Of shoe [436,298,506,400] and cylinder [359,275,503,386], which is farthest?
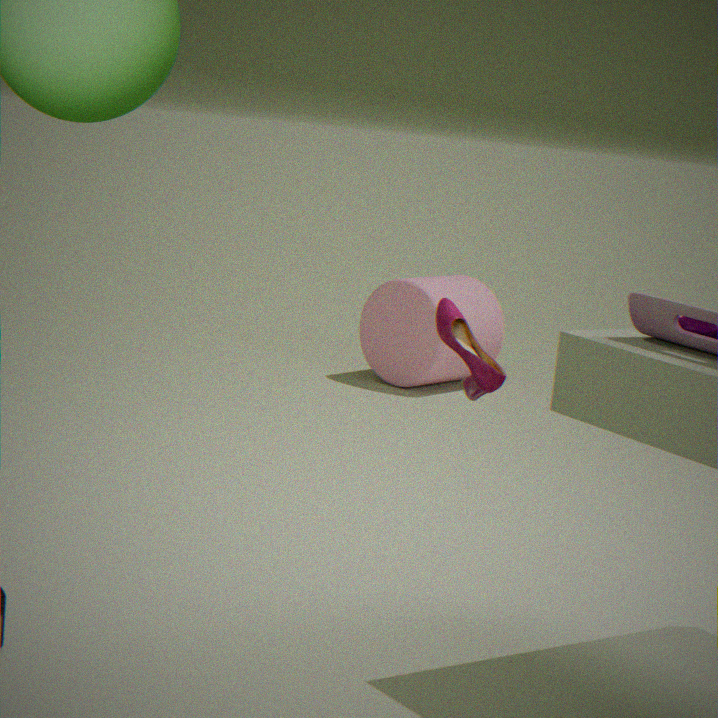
cylinder [359,275,503,386]
